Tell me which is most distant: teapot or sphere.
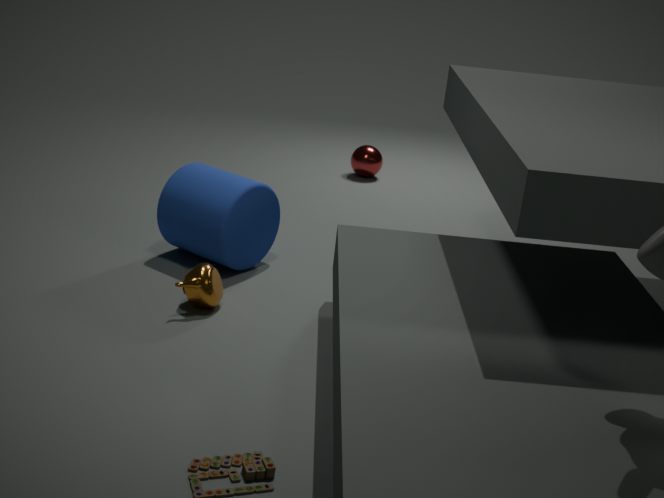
sphere
